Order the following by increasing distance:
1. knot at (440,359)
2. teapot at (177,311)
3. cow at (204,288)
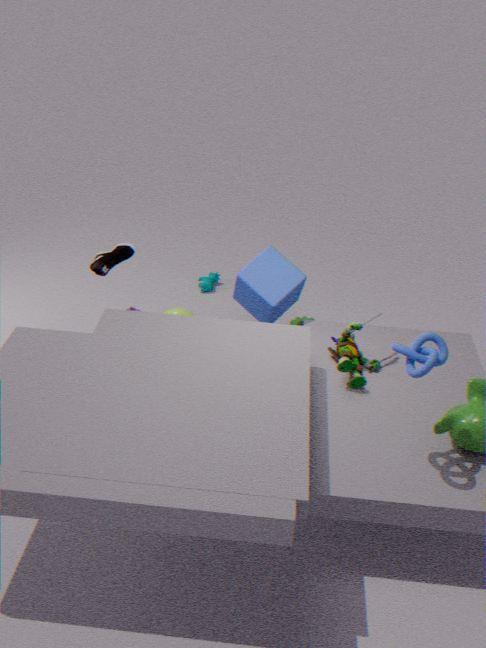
knot at (440,359) → teapot at (177,311) → cow at (204,288)
